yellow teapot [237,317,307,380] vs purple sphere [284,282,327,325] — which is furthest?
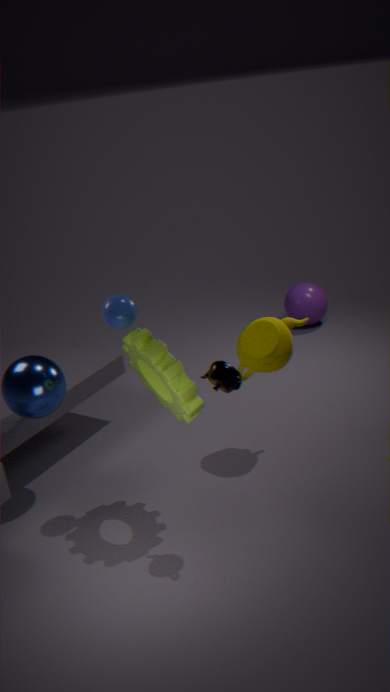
purple sphere [284,282,327,325]
